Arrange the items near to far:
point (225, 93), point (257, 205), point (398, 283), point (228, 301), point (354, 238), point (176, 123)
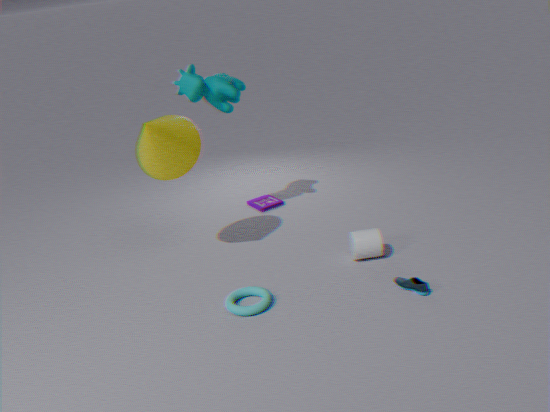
point (228, 301) → point (398, 283) → point (176, 123) → point (354, 238) → point (225, 93) → point (257, 205)
